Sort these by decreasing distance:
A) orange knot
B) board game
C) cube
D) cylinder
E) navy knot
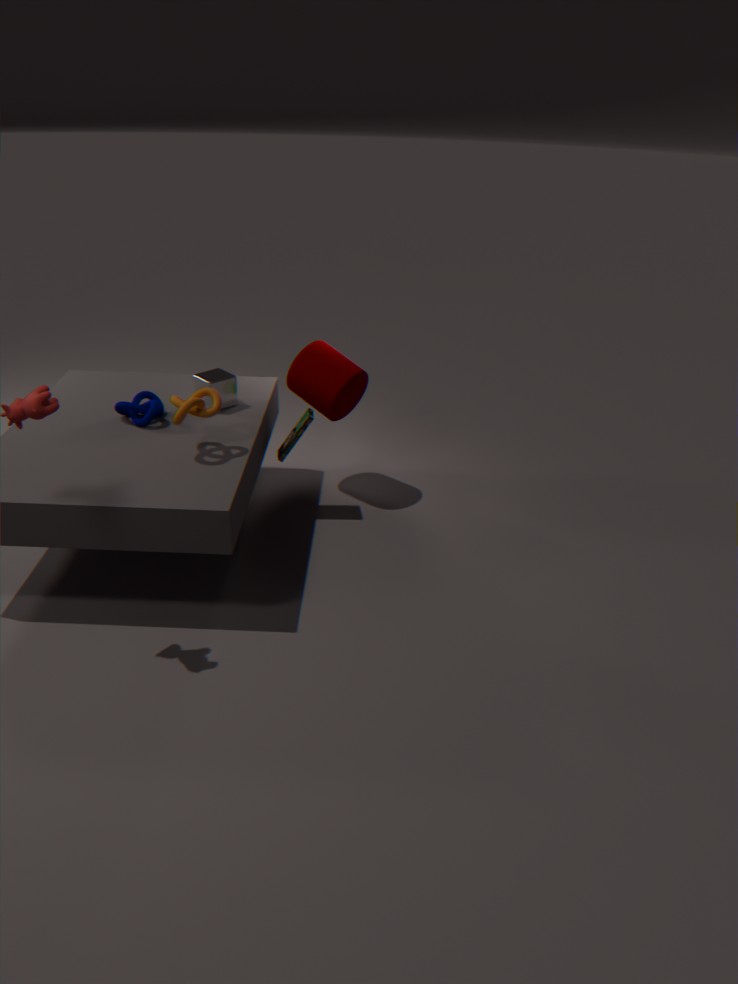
cylinder
board game
cube
navy knot
orange knot
